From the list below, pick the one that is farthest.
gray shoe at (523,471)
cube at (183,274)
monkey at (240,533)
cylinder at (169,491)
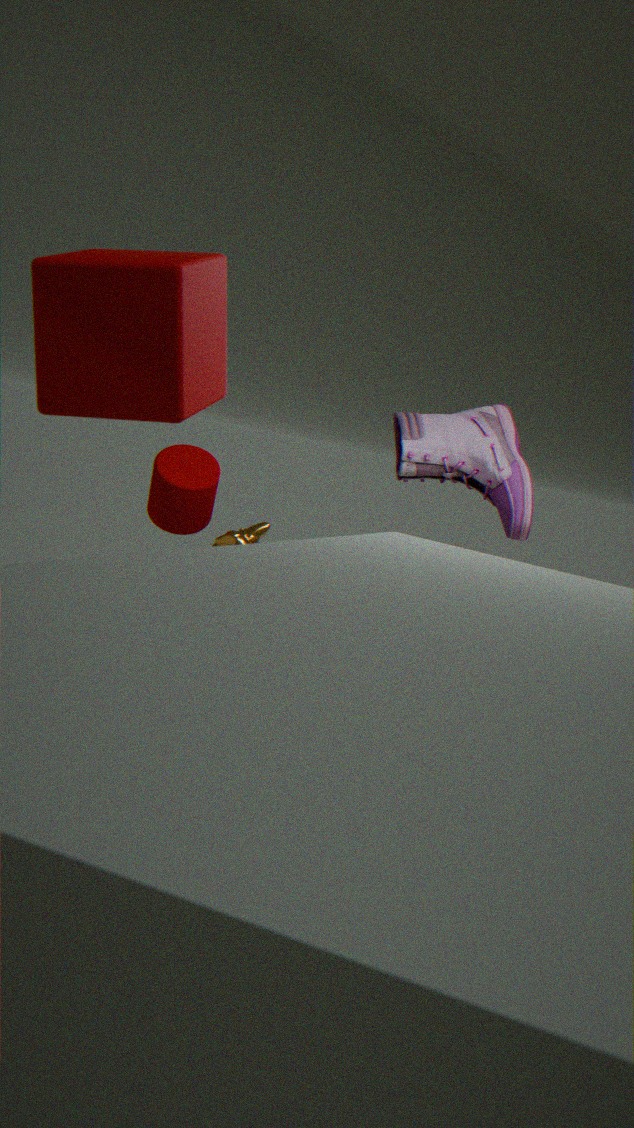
cylinder at (169,491)
